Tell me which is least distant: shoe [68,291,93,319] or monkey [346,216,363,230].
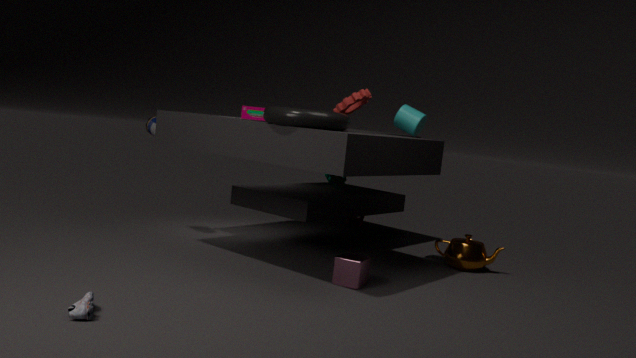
shoe [68,291,93,319]
